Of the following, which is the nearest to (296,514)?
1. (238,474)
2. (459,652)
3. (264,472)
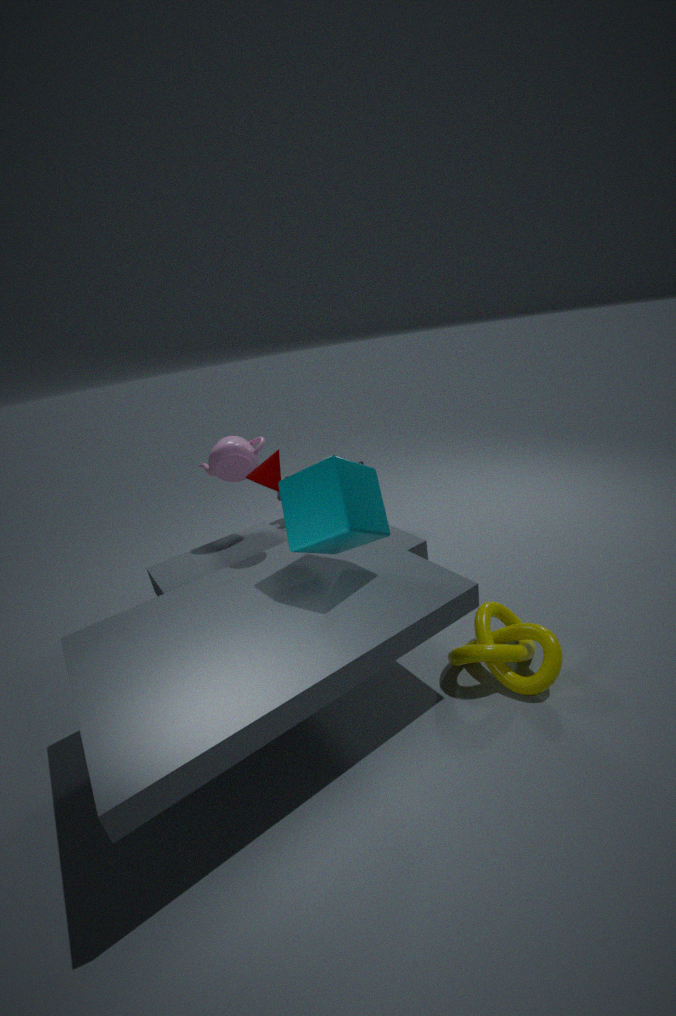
(264,472)
